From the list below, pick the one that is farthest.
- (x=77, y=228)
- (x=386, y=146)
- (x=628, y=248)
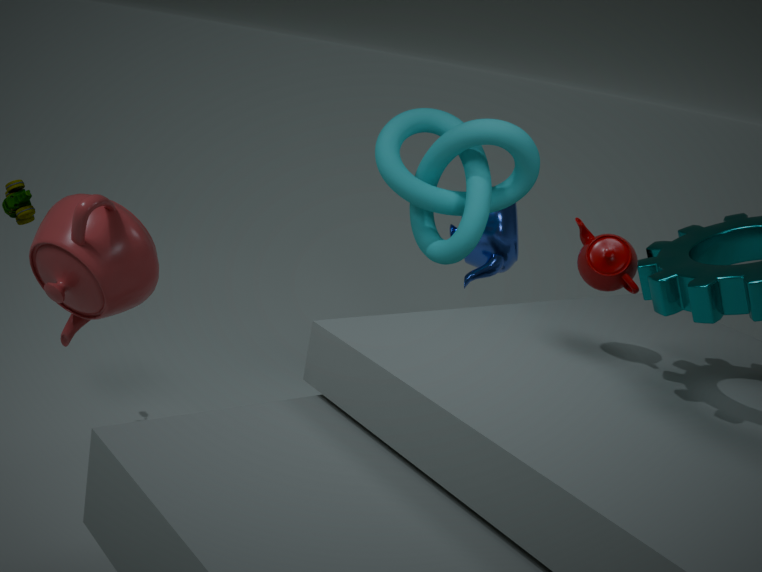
(x=386, y=146)
